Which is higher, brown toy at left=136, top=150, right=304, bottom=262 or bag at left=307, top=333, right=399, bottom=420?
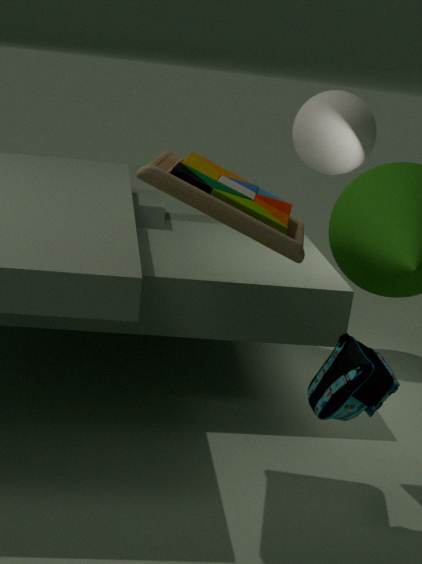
brown toy at left=136, top=150, right=304, bottom=262
